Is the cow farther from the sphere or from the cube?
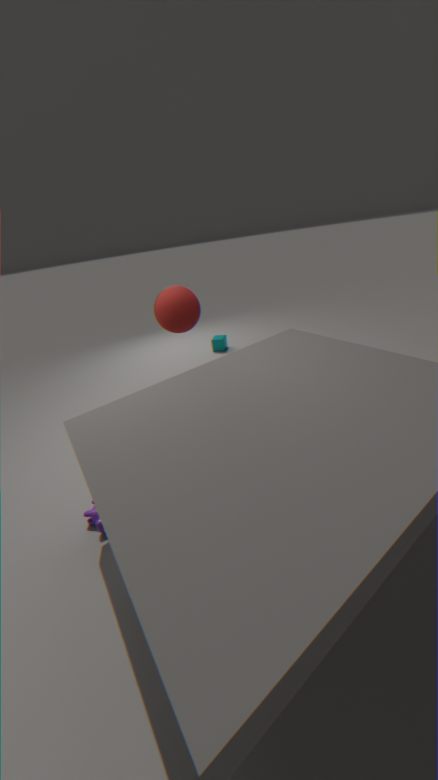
the cube
